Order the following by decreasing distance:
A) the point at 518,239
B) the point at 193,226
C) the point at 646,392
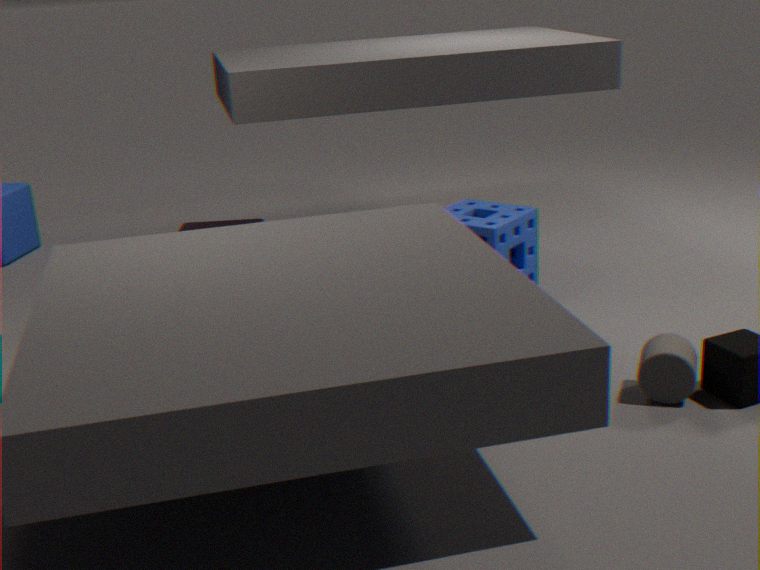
the point at 193,226 → the point at 518,239 → the point at 646,392
